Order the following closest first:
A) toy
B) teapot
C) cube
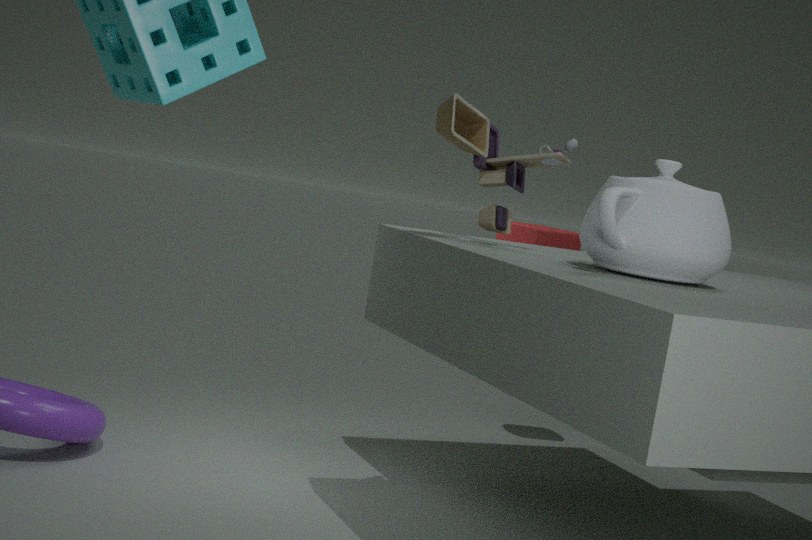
teapot
toy
cube
